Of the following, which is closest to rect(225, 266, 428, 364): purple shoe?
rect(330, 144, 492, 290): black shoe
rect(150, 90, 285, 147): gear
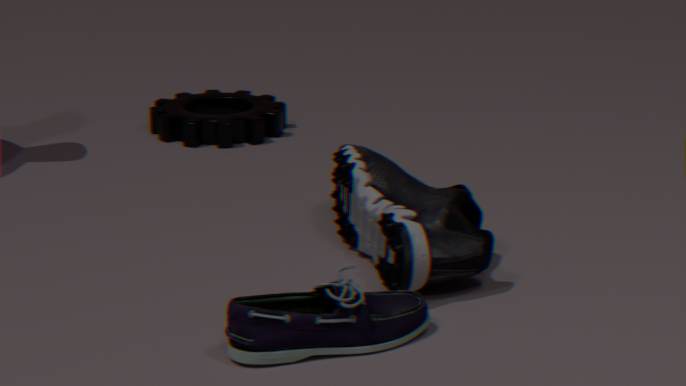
rect(330, 144, 492, 290): black shoe
